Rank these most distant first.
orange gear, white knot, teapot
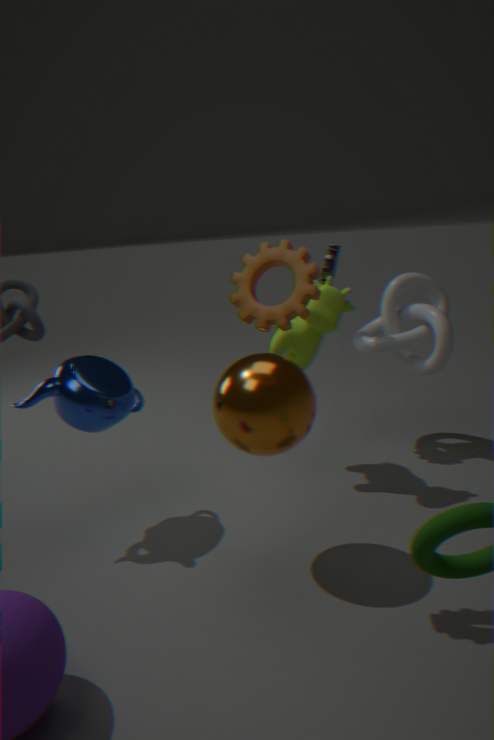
white knot
teapot
orange gear
